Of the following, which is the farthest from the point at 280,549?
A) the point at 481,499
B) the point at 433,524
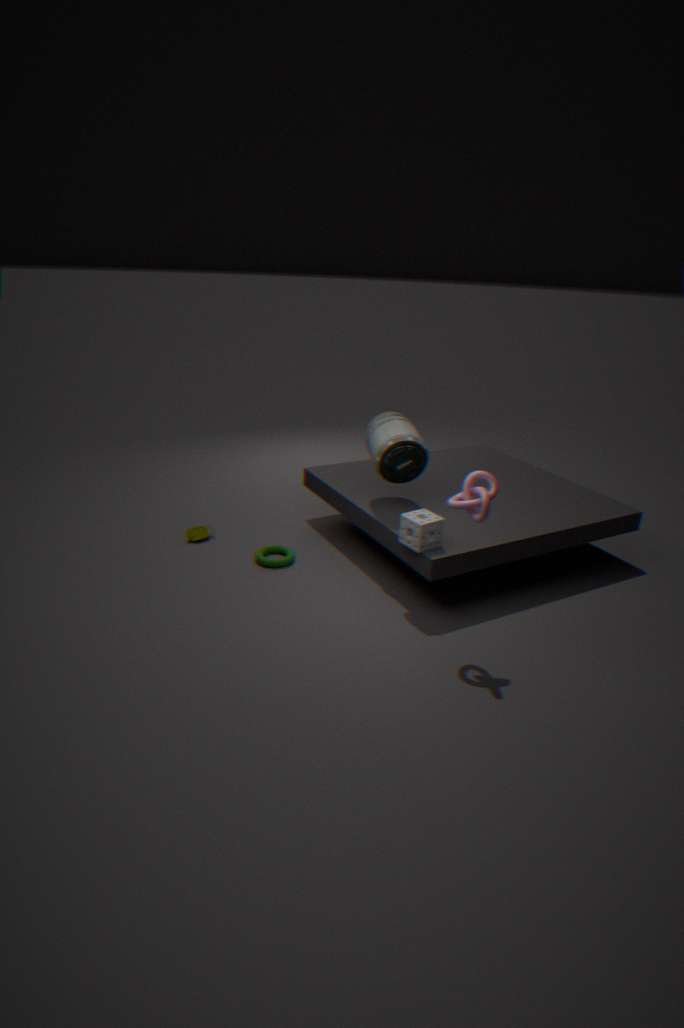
the point at 481,499
